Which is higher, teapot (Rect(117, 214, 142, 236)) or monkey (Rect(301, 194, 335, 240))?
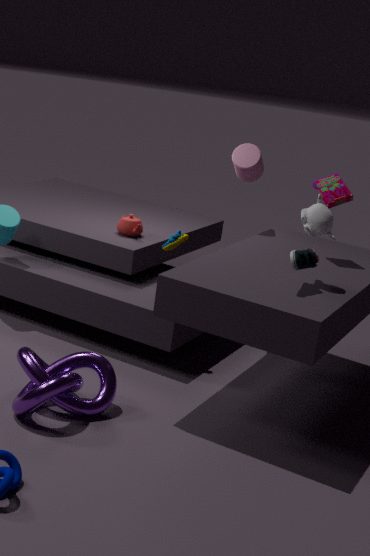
monkey (Rect(301, 194, 335, 240))
